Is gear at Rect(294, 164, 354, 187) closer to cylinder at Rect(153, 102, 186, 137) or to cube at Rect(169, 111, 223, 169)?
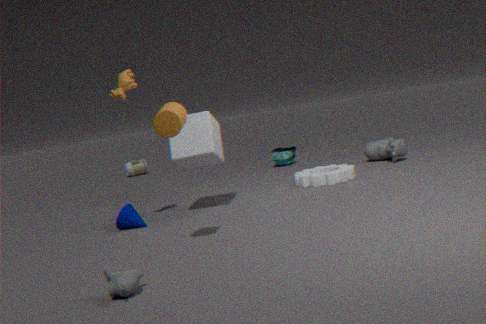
cube at Rect(169, 111, 223, 169)
